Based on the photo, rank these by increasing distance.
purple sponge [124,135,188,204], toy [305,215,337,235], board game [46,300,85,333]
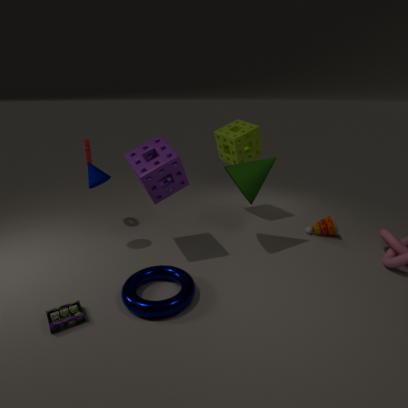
board game [46,300,85,333] → purple sponge [124,135,188,204] → toy [305,215,337,235]
